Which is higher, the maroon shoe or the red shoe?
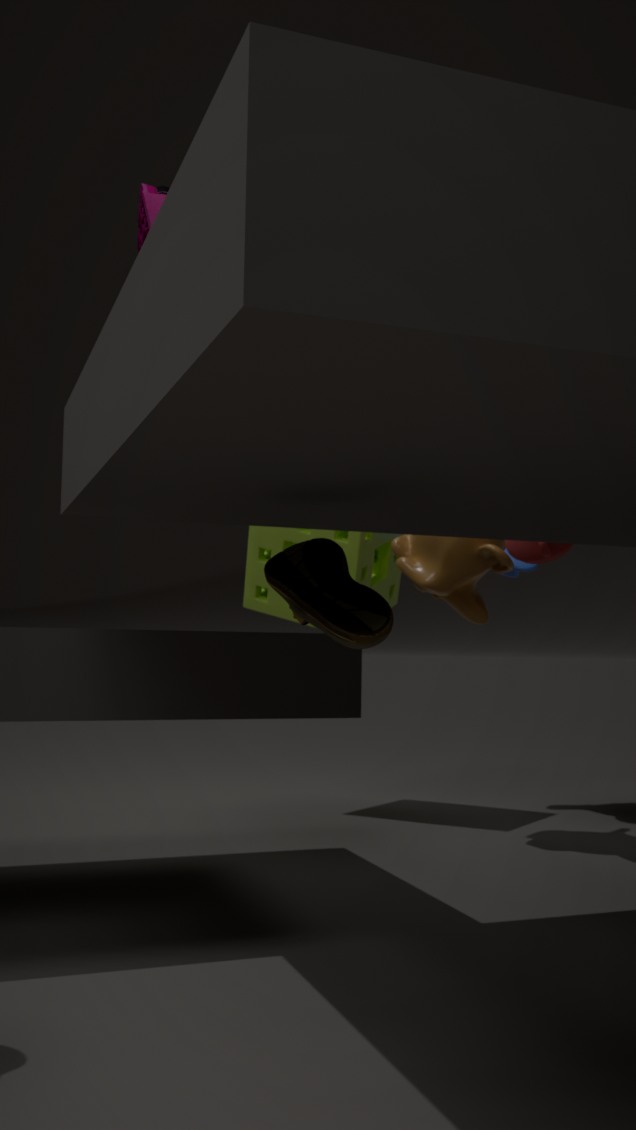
the red shoe
